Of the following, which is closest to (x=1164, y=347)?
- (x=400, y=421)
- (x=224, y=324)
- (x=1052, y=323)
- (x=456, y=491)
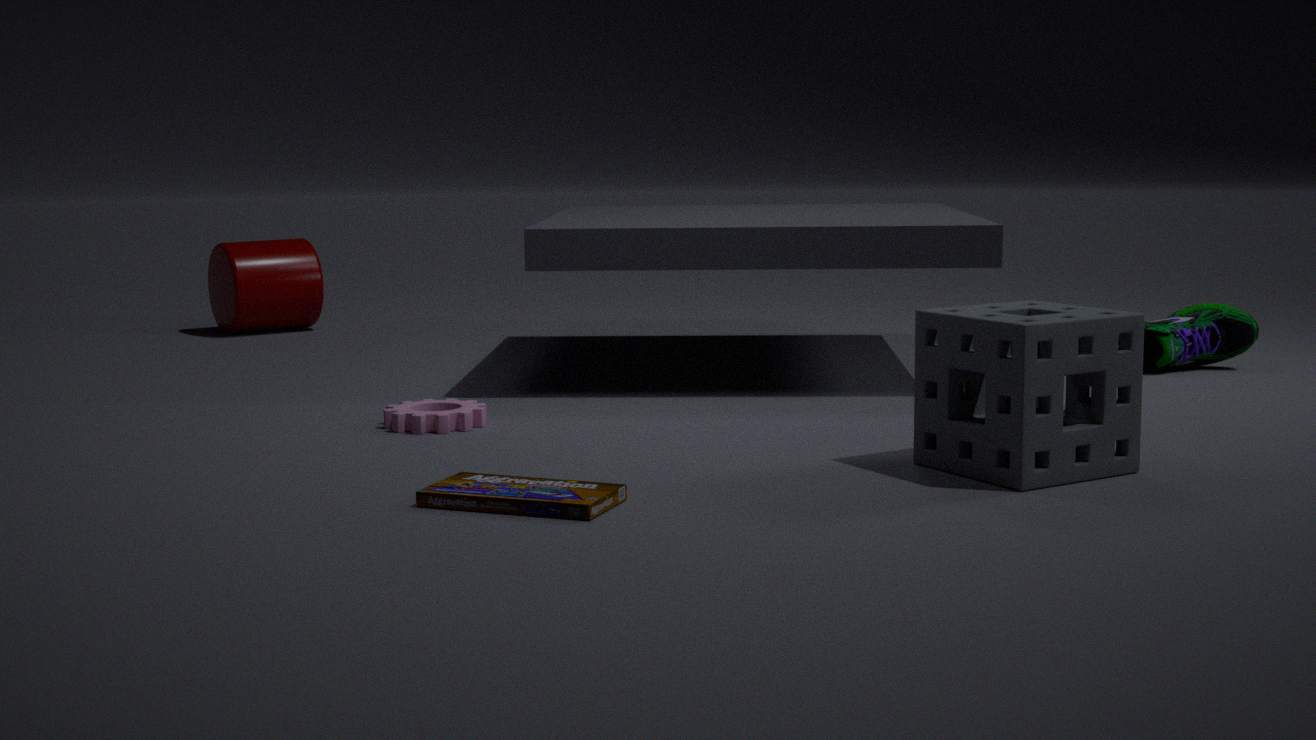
(x=1052, y=323)
